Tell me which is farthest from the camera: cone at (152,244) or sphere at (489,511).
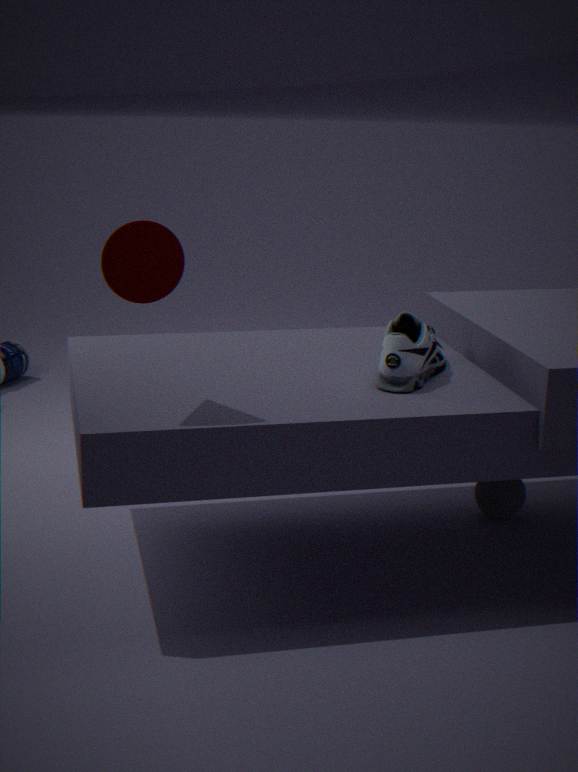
sphere at (489,511)
